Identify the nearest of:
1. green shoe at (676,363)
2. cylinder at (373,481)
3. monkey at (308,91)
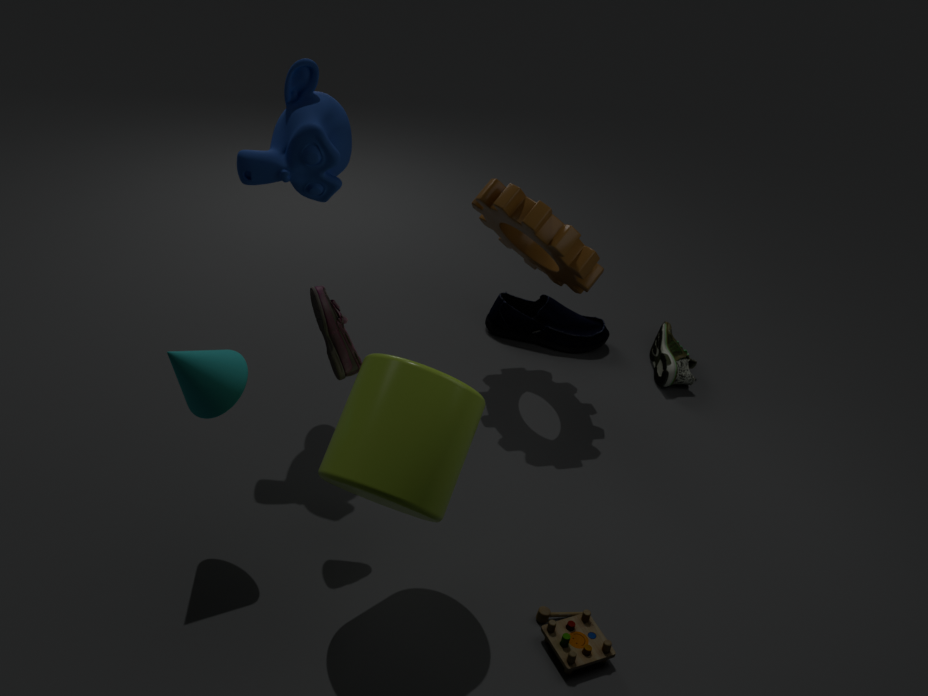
cylinder at (373,481)
